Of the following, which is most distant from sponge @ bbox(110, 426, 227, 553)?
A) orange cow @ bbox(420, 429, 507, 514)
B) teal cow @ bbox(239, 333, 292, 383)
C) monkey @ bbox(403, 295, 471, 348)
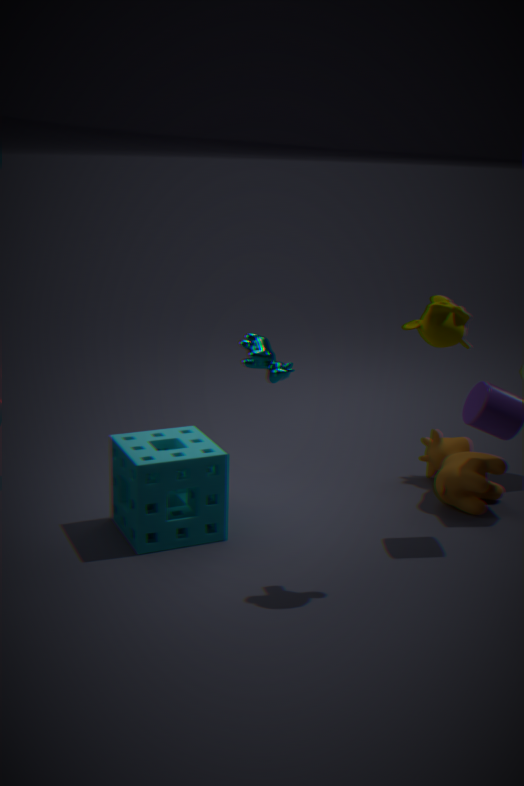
orange cow @ bbox(420, 429, 507, 514)
